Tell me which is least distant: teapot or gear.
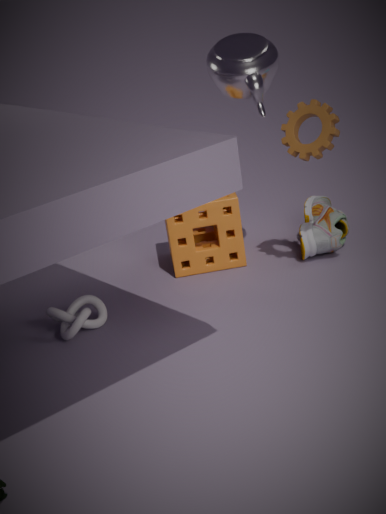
teapot
